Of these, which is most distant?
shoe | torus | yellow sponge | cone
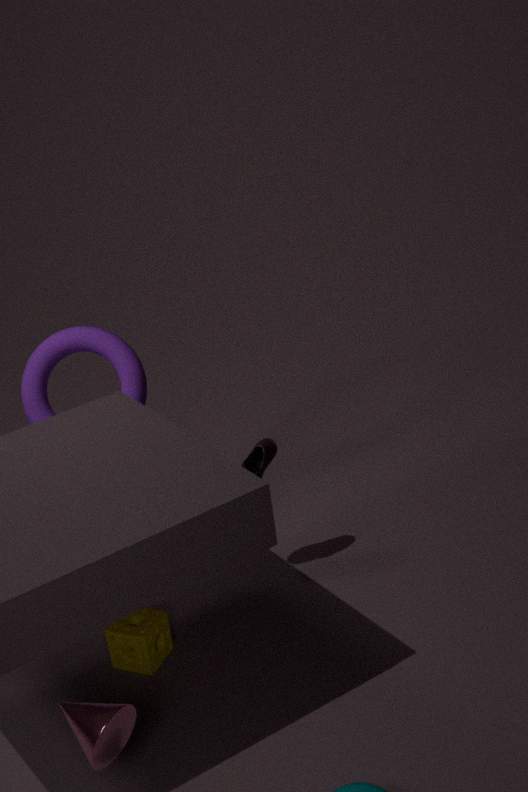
torus
